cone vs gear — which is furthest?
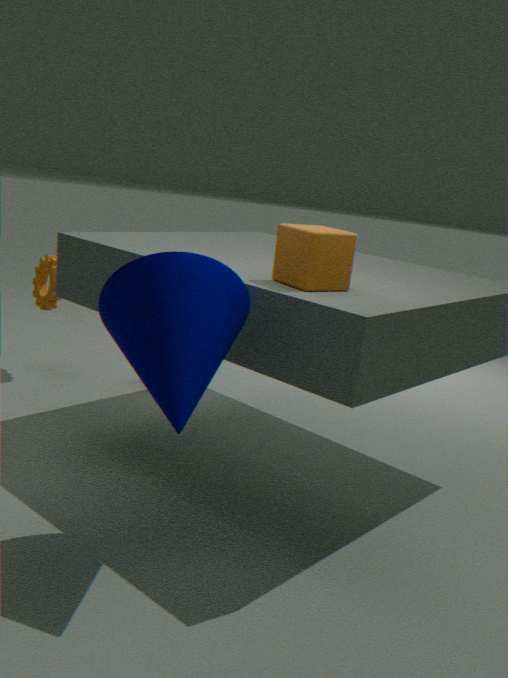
gear
